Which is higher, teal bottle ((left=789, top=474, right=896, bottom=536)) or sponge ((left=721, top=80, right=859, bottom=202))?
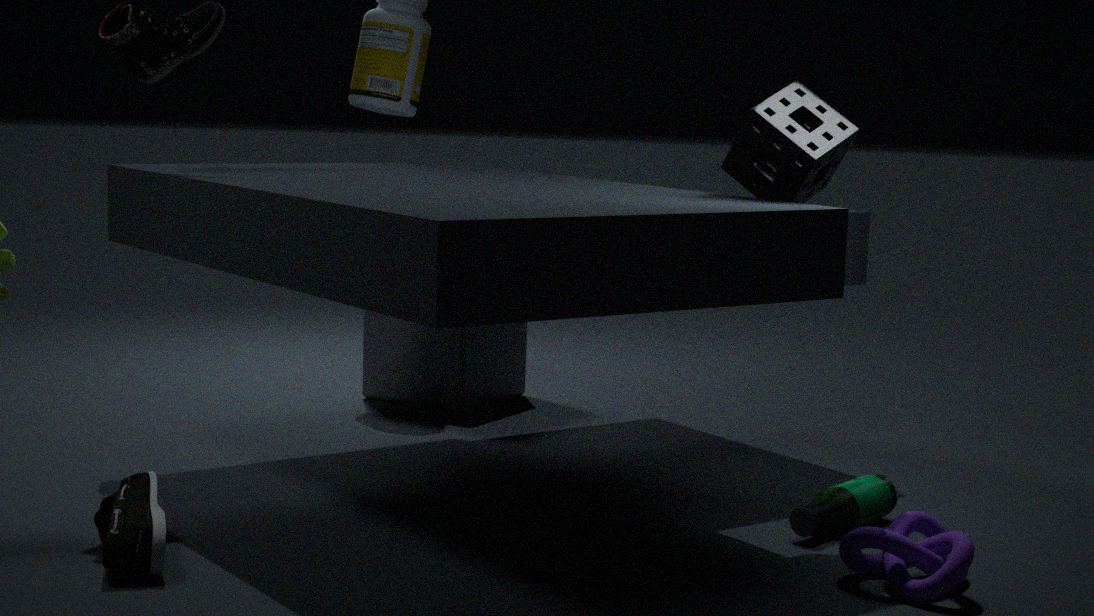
sponge ((left=721, top=80, right=859, bottom=202))
